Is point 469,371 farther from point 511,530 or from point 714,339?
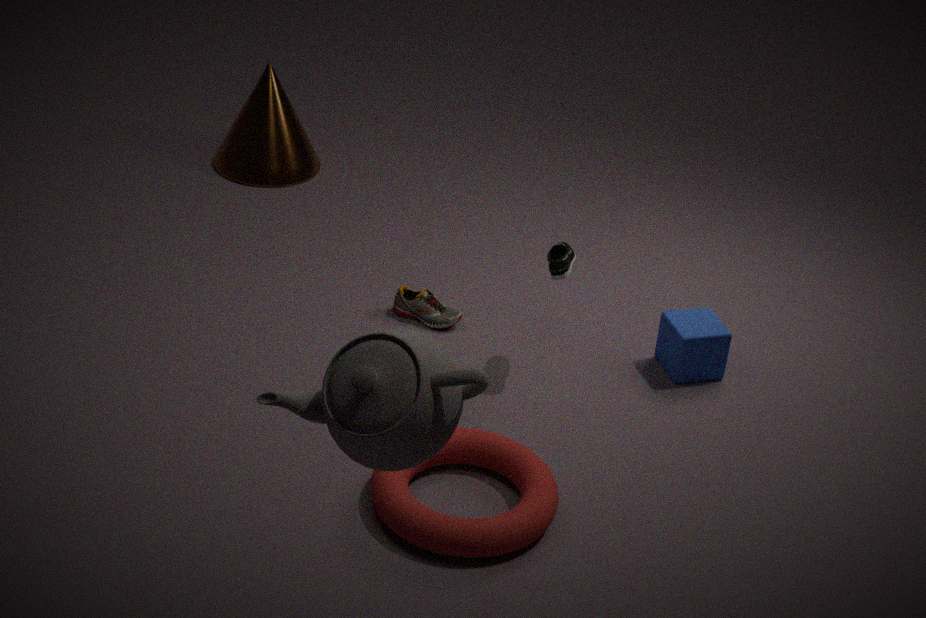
point 714,339
